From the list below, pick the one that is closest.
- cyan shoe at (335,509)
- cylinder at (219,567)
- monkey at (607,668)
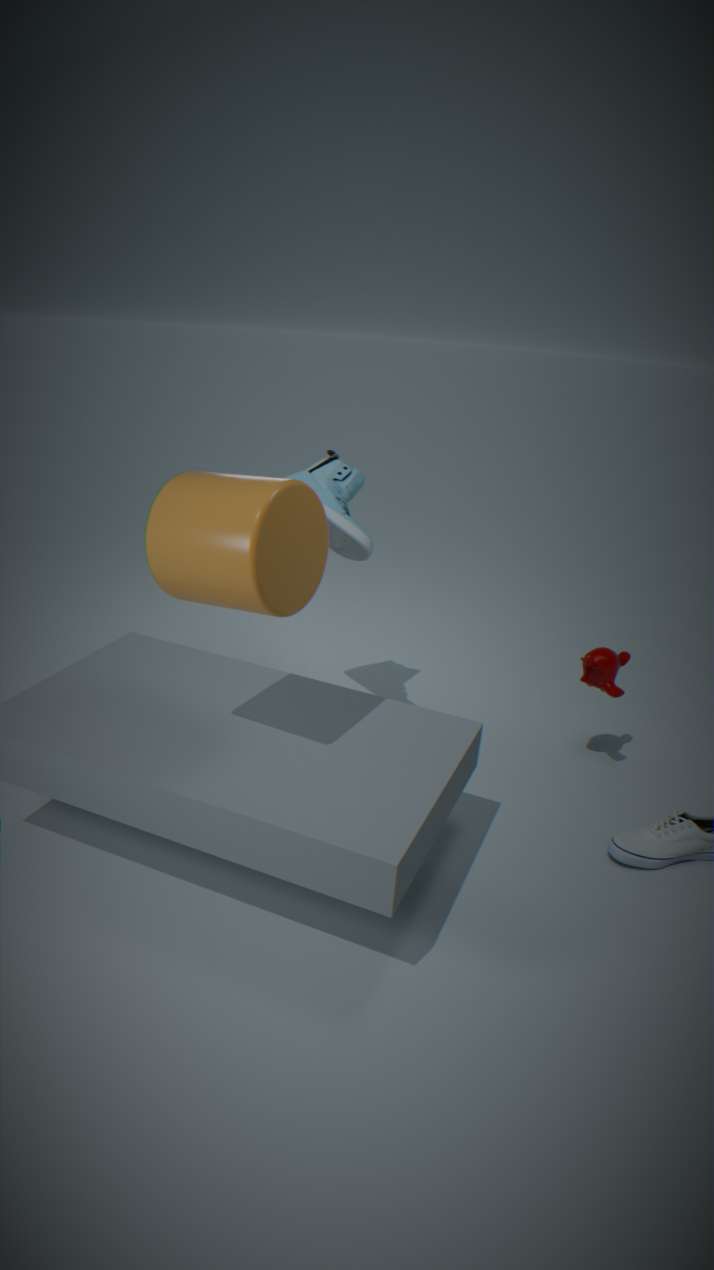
cylinder at (219,567)
